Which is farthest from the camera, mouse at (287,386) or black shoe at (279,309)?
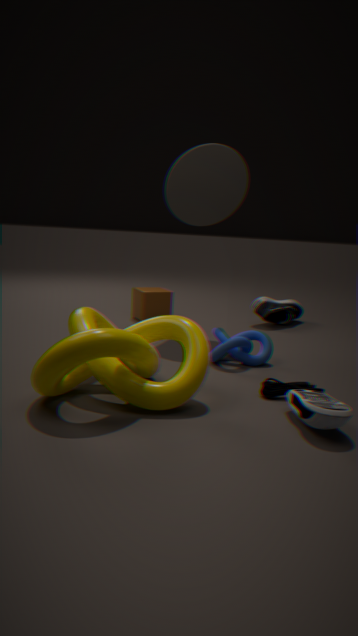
black shoe at (279,309)
